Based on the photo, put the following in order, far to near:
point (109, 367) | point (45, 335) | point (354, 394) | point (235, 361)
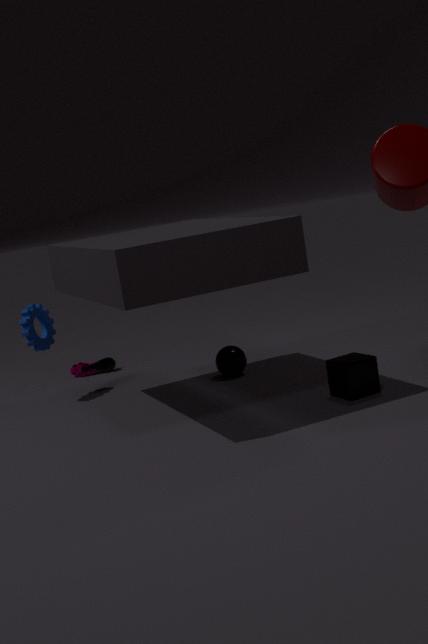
1. point (109, 367)
2. point (45, 335)
3. point (235, 361)
4. point (354, 394)
